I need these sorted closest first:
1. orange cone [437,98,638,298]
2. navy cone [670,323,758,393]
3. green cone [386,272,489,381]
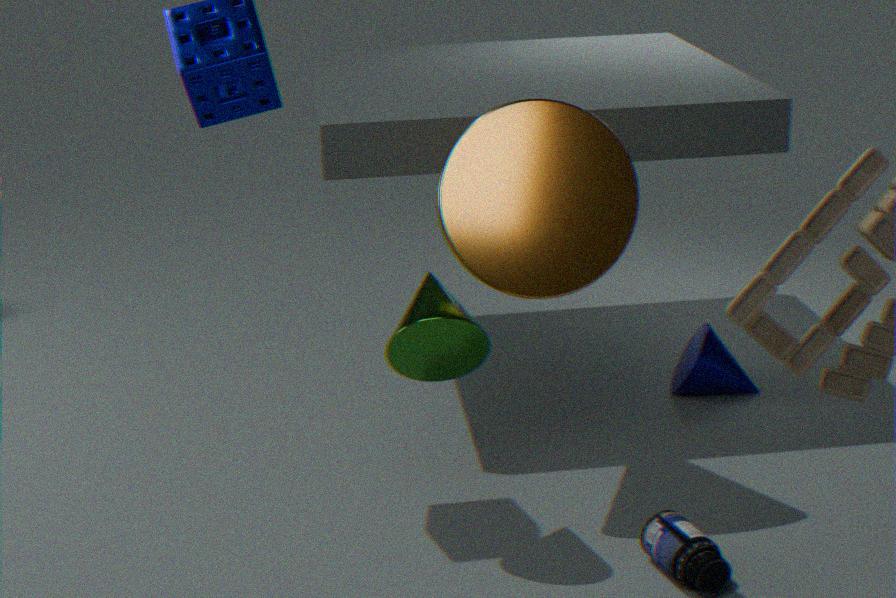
green cone [386,272,489,381] < orange cone [437,98,638,298] < navy cone [670,323,758,393]
